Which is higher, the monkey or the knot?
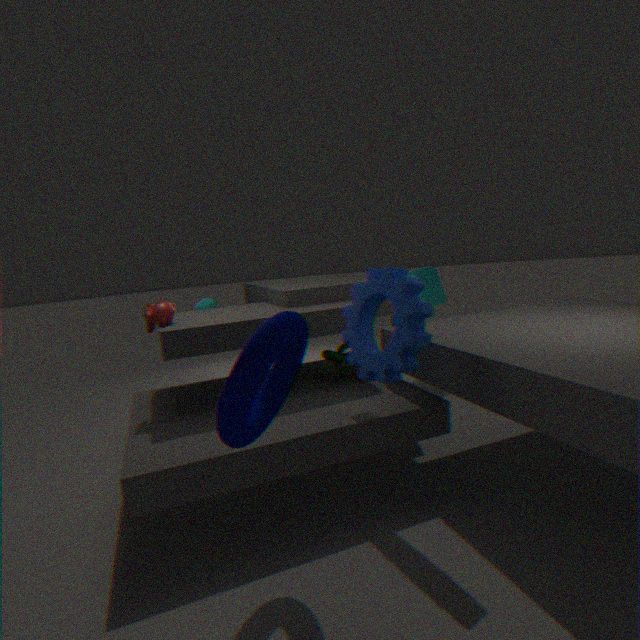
the monkey
